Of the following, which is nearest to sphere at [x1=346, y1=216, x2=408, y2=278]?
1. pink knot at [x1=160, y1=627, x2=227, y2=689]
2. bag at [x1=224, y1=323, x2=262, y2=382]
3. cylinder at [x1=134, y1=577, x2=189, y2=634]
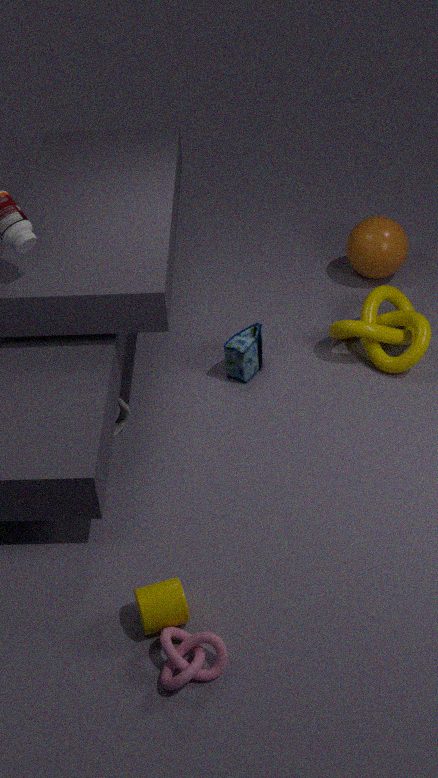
bag at [x1=224, y1=323, x2=262, y2=382]
